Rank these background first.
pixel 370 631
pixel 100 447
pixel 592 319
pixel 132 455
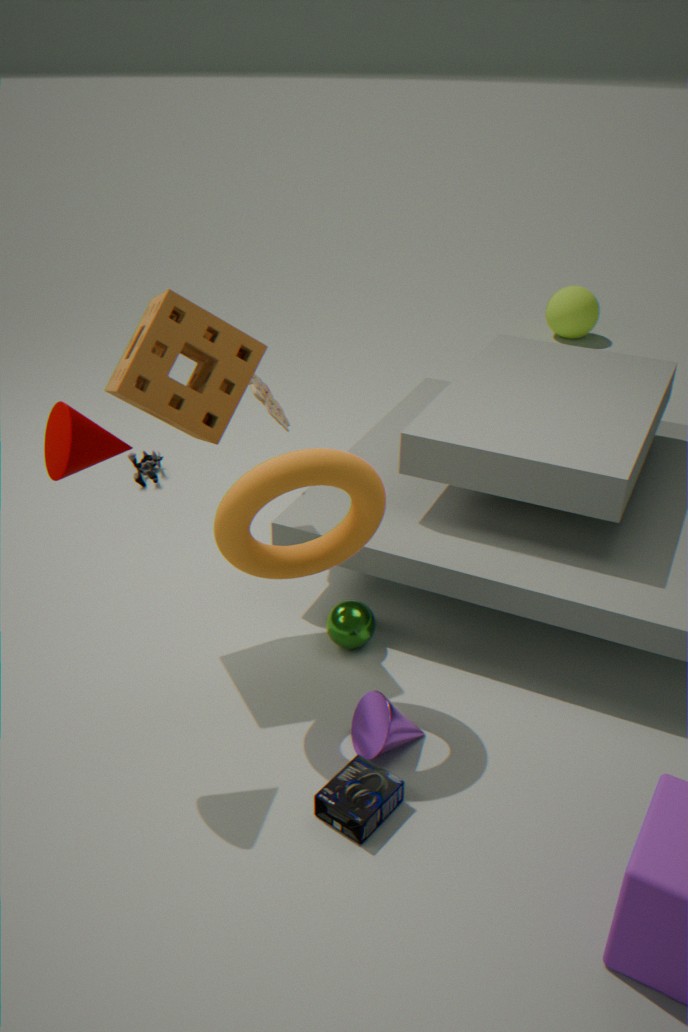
pixel 592 319 < pixel 132 455 < pixel 370 631 < pixel 100 447
